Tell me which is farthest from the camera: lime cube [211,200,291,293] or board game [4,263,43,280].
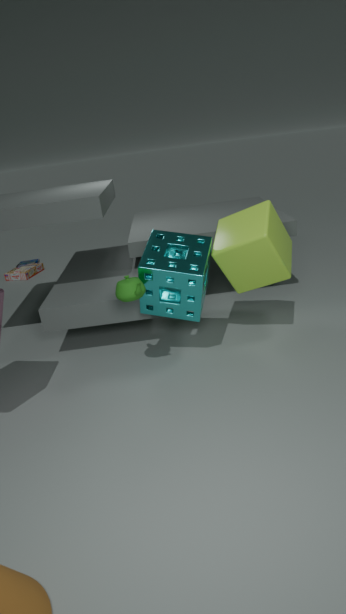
board game [4,263,43,280]
